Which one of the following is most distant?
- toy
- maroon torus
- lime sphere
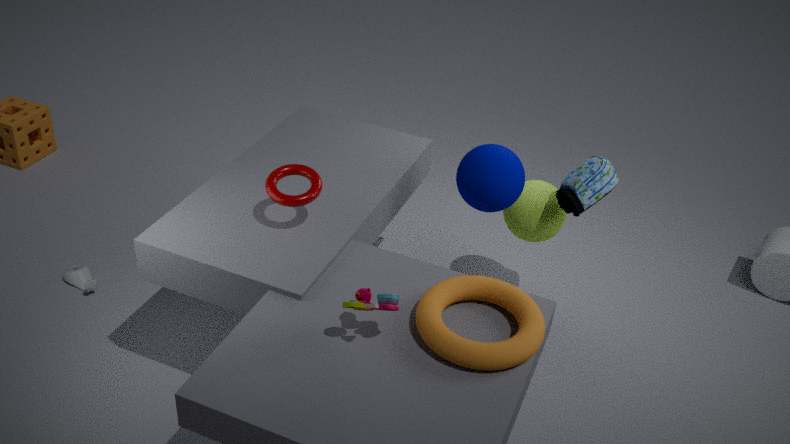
lime sphere
